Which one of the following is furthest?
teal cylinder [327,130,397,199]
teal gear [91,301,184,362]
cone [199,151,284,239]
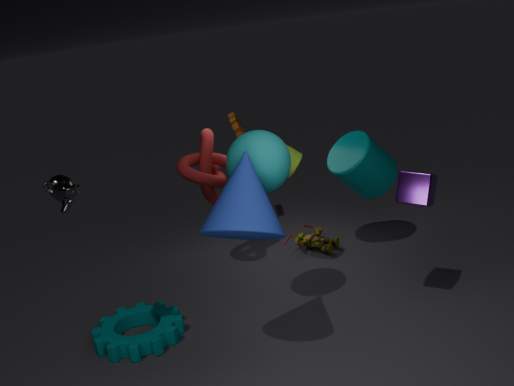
teal cylinder [327,130,397,199]
